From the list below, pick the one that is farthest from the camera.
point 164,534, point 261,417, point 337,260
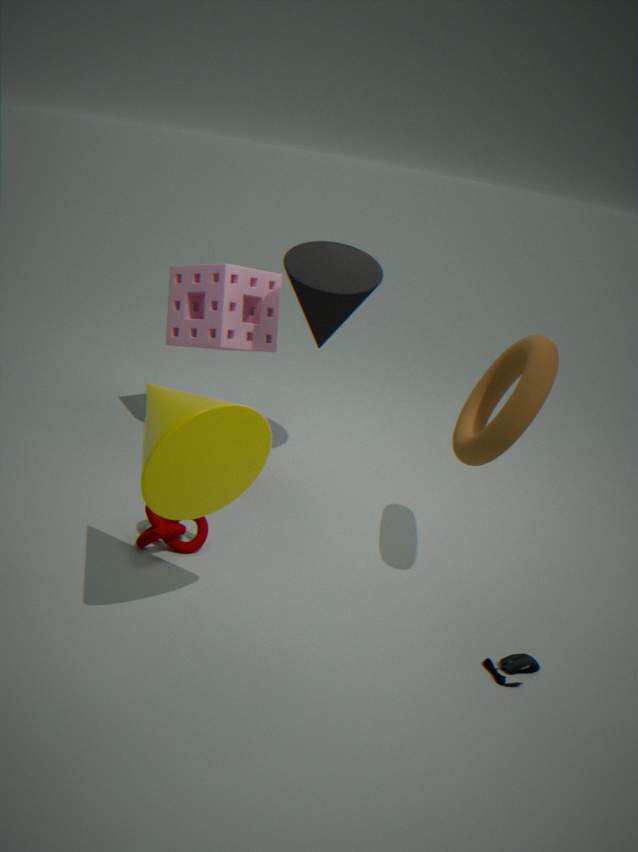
point 337,260
